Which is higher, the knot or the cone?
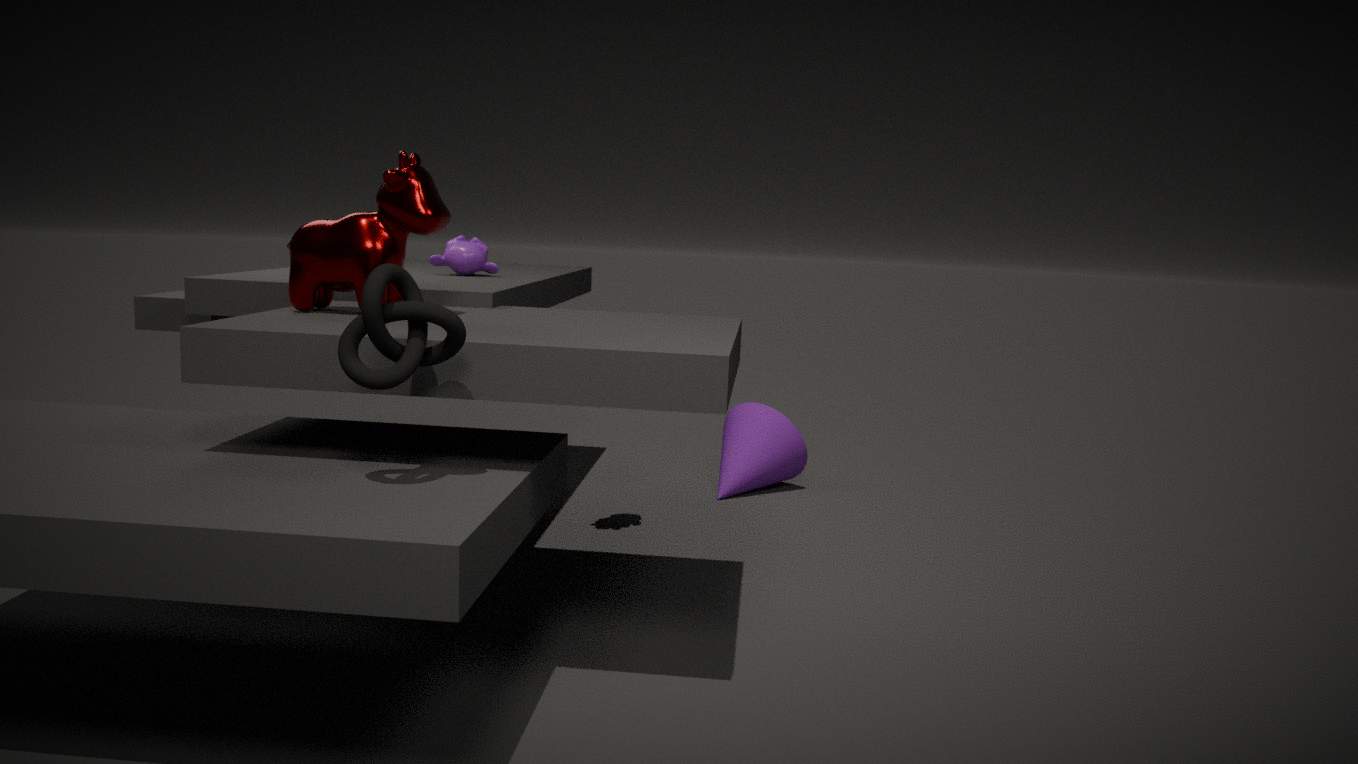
the knot
